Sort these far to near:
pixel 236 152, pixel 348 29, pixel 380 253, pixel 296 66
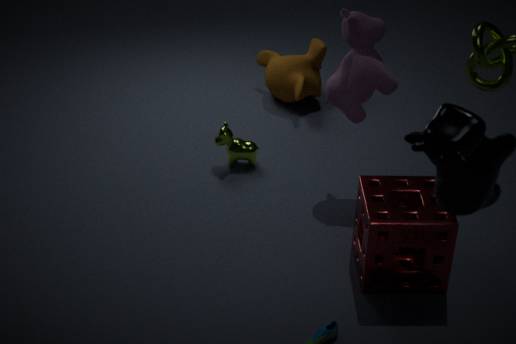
pixel 296 66 → pixel 236 152 → pixel 348 29 → pixel 380 253
